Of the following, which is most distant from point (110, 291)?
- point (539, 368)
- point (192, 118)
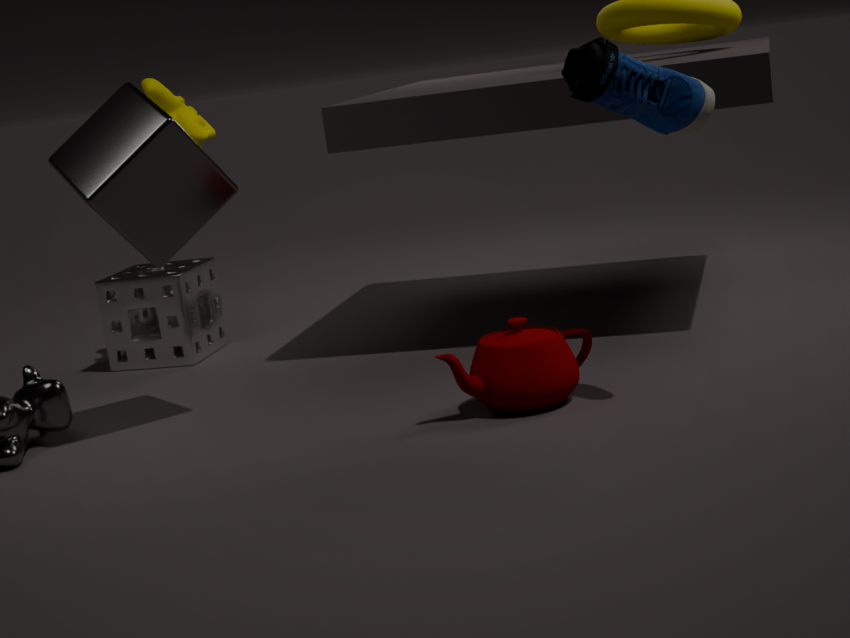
point (539, 368)
